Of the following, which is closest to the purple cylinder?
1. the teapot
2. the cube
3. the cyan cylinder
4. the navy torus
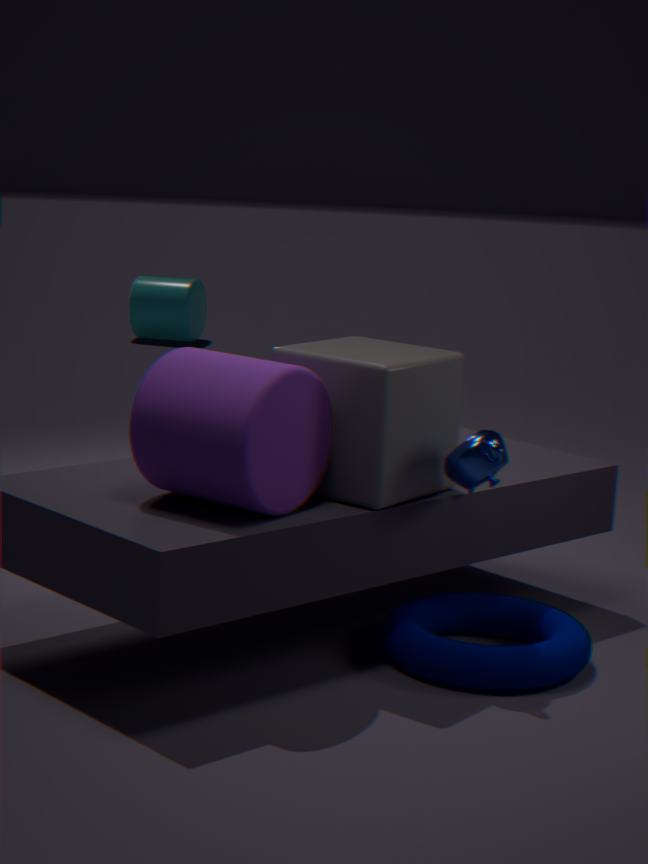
the cube
